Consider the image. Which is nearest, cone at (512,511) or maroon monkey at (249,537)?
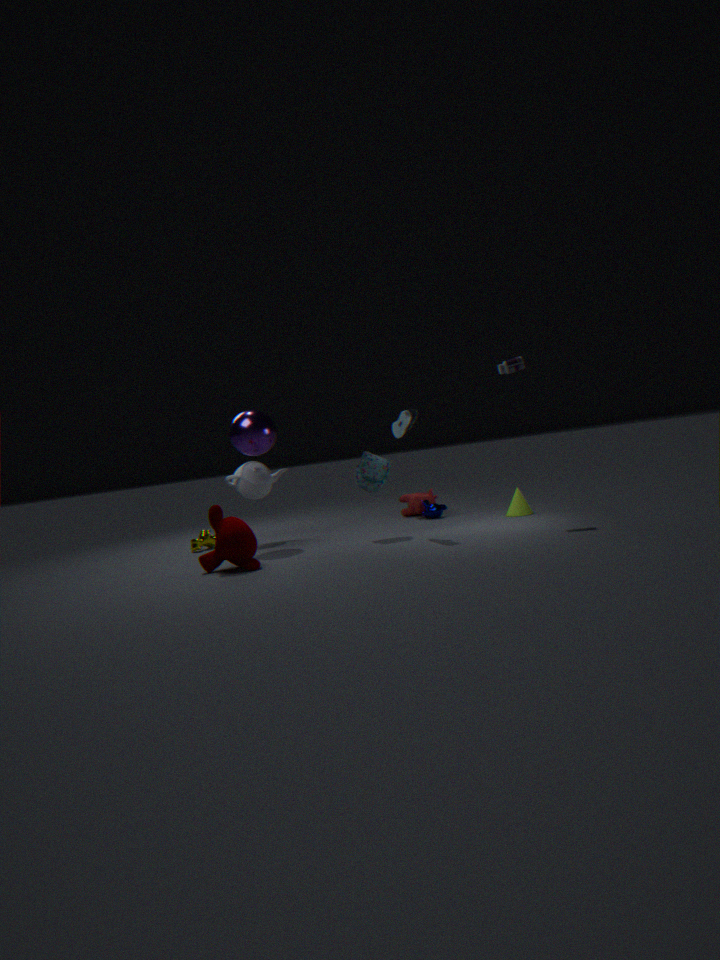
maroon monkey at (249,537)
